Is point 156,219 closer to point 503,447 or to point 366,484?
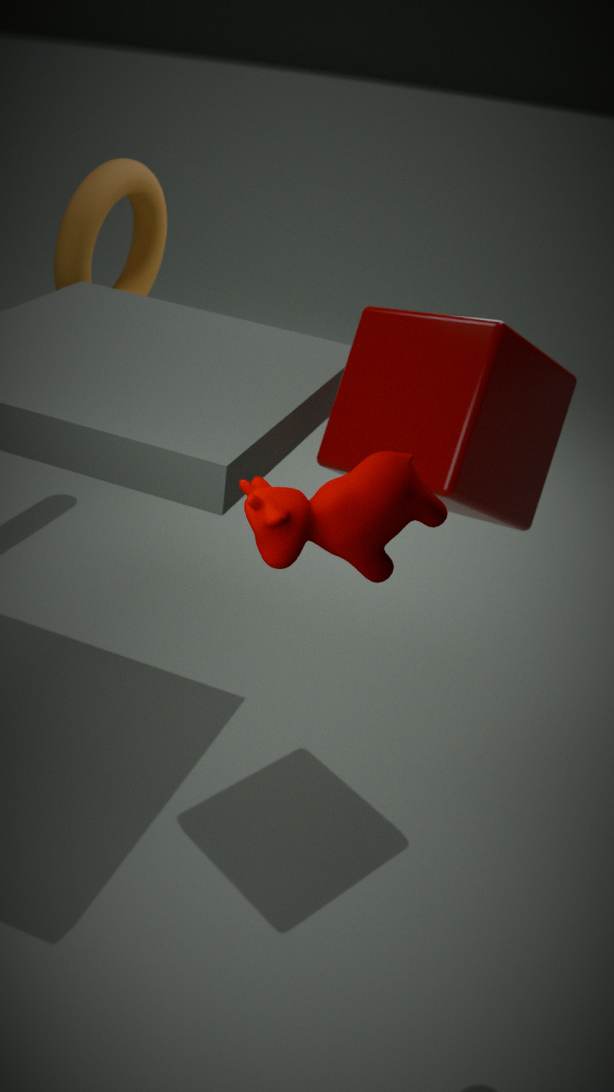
point 503,447
